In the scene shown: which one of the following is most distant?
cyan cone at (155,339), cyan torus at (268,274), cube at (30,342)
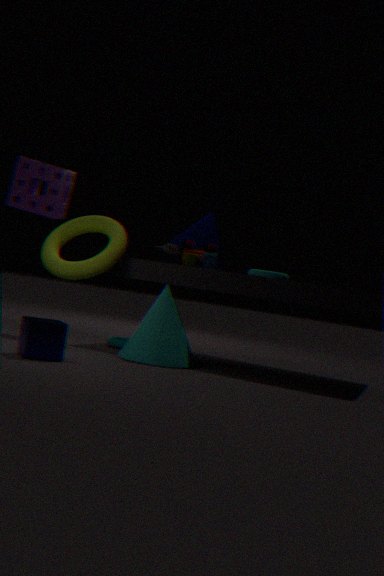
cyan torus at (268,274)
